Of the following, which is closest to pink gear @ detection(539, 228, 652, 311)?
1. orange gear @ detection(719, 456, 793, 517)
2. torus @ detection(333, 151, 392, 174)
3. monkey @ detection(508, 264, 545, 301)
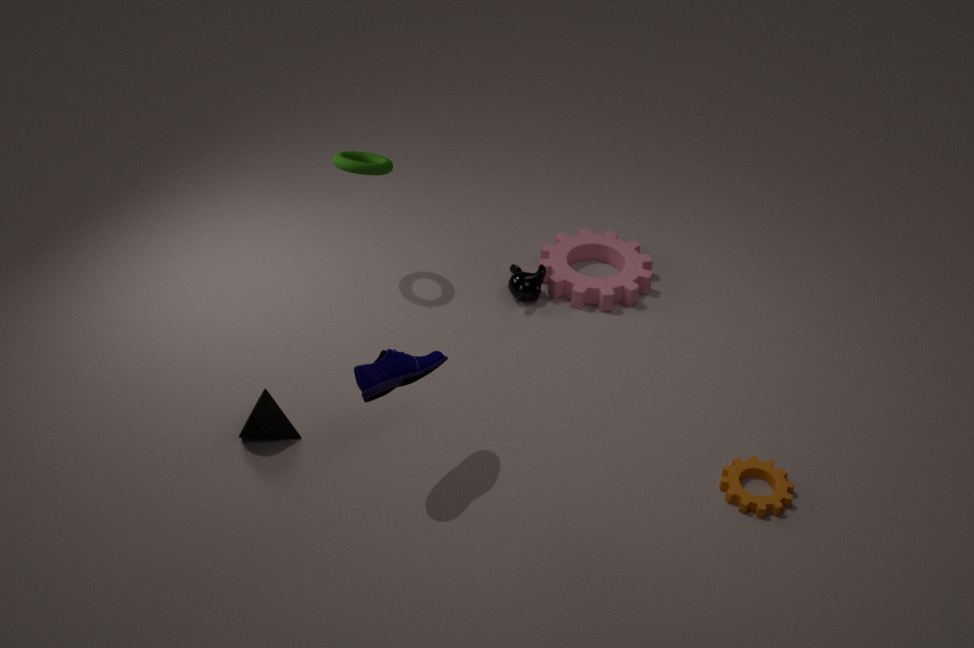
monkey @ detection(508, 264, 545, 301)
